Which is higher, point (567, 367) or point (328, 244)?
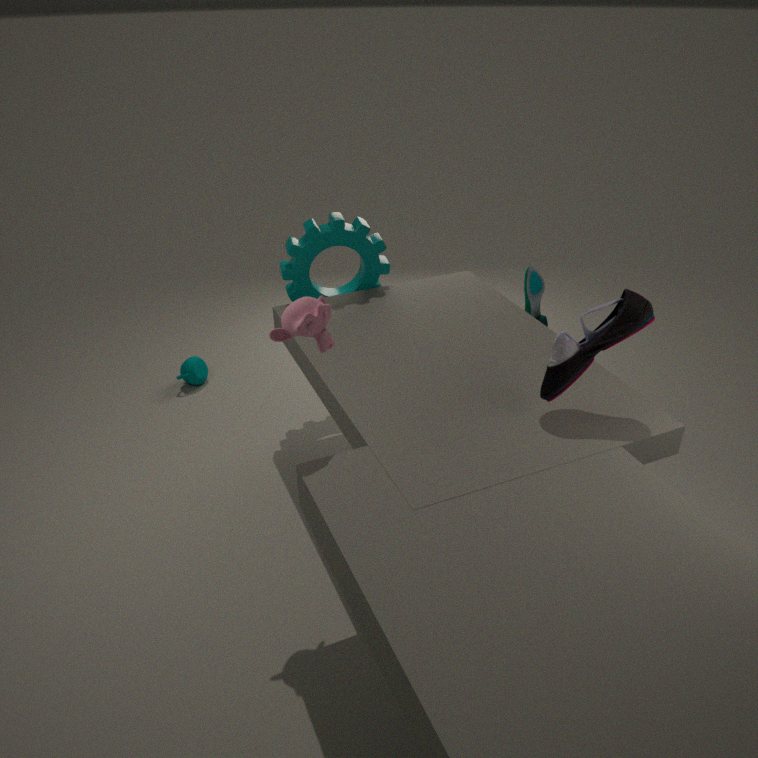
point (567, 367)
